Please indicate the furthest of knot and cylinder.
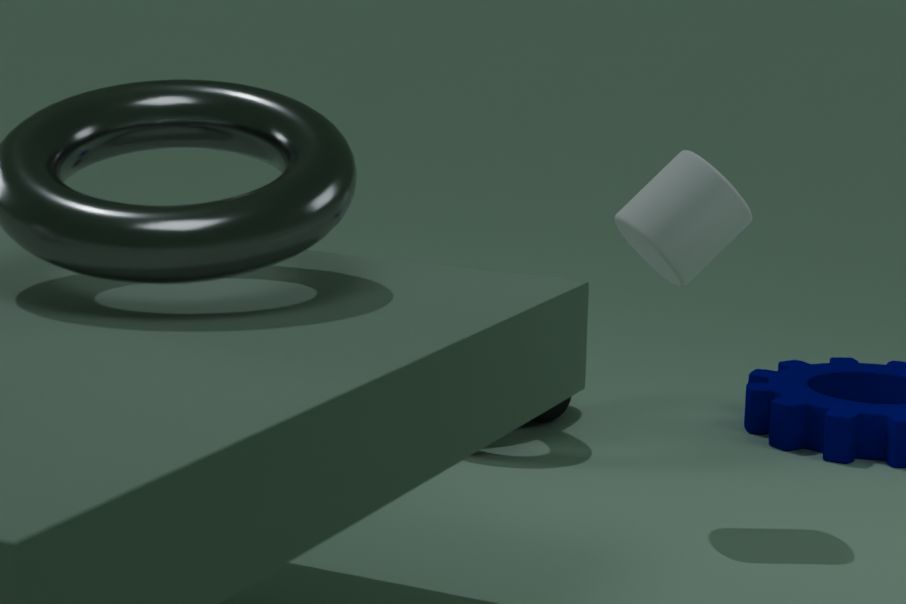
knot
